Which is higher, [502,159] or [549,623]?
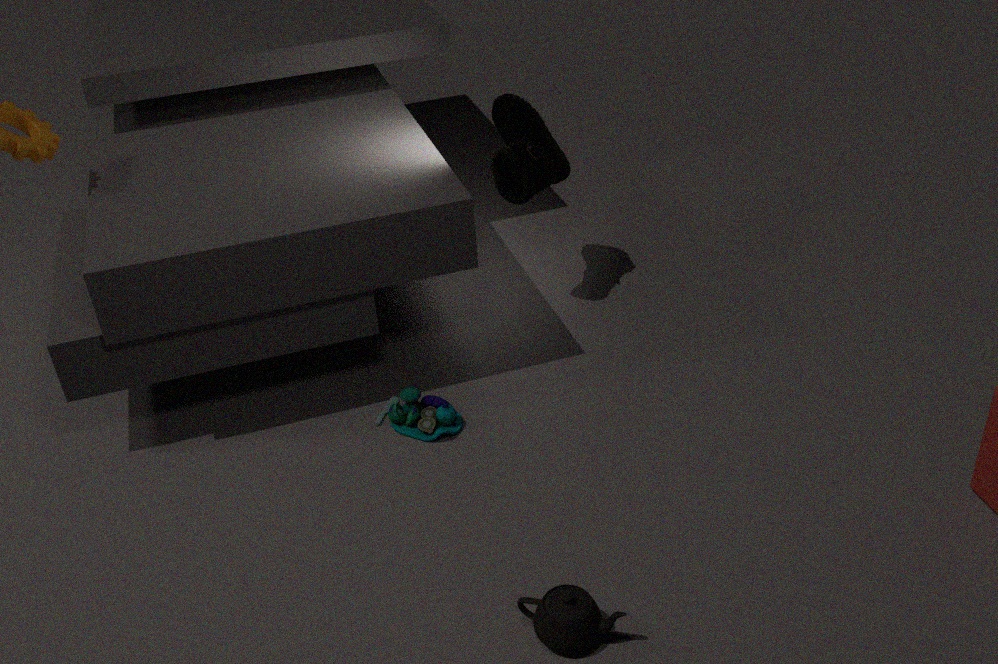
[502,159]
